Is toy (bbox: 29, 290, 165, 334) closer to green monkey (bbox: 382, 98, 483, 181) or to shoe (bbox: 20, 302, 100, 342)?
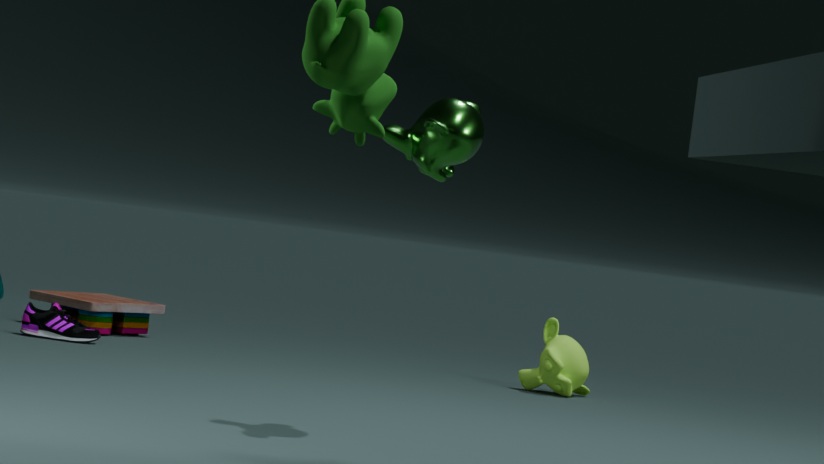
shoe (bbox: 20, 302, 100, 342)
